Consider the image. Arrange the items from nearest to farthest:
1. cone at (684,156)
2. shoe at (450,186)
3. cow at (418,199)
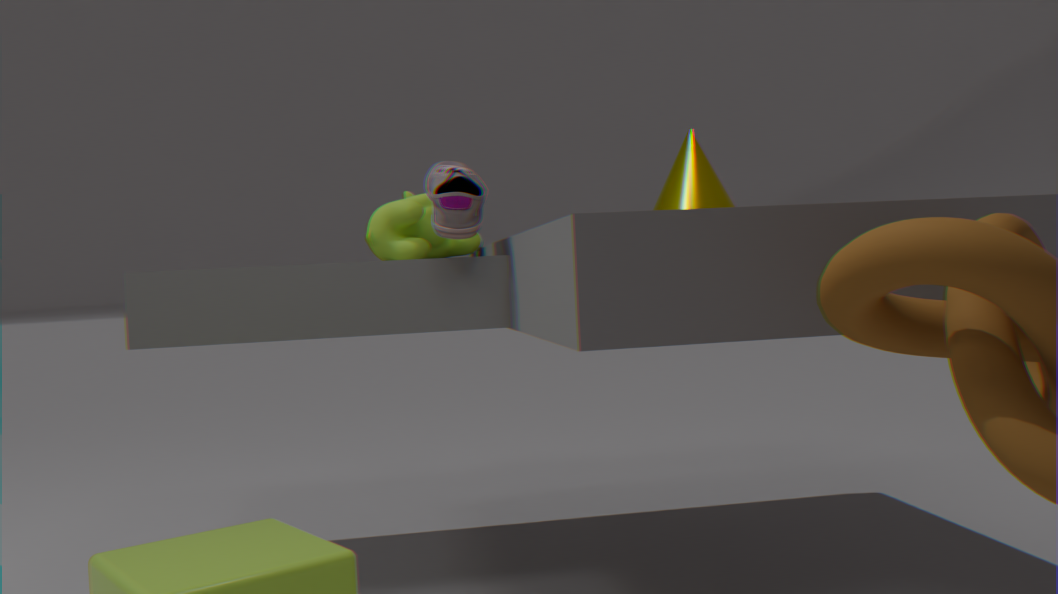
cone at (684,156)
shoe at (450,186)
cow at (418,199)
